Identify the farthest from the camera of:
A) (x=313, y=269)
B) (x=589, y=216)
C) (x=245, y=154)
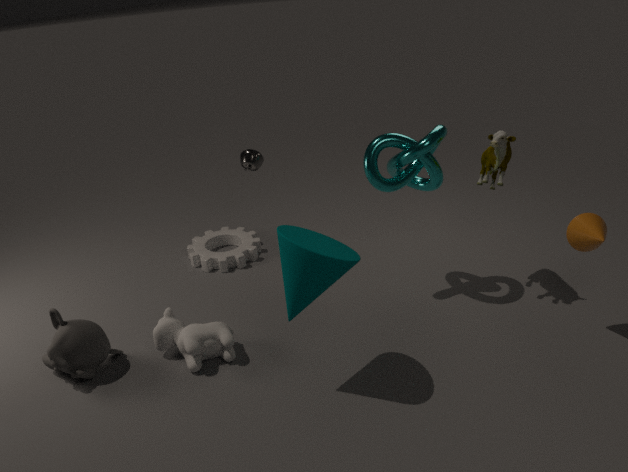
(x=245, y=154)
